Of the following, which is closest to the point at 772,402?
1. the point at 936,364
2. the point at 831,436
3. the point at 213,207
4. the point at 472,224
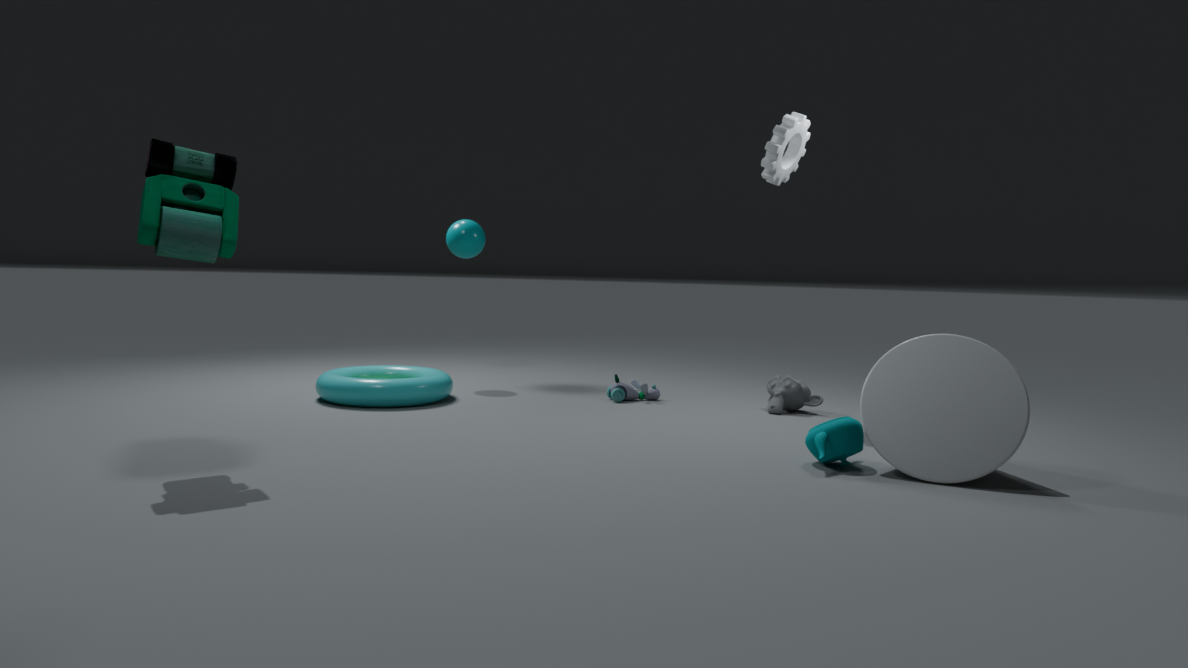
the point at 831,436
